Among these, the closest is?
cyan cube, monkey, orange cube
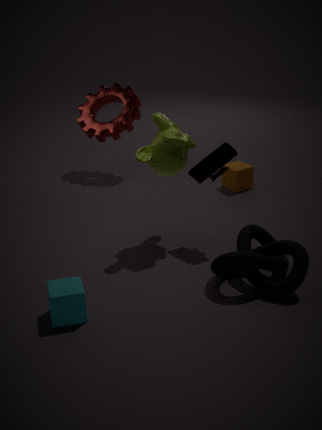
cyan cube
